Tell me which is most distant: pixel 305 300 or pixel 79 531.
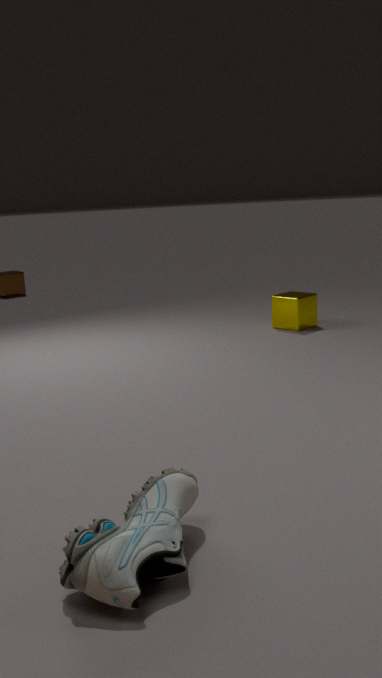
pixel 305 300
